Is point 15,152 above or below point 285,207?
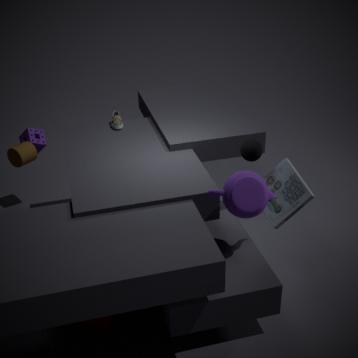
above
